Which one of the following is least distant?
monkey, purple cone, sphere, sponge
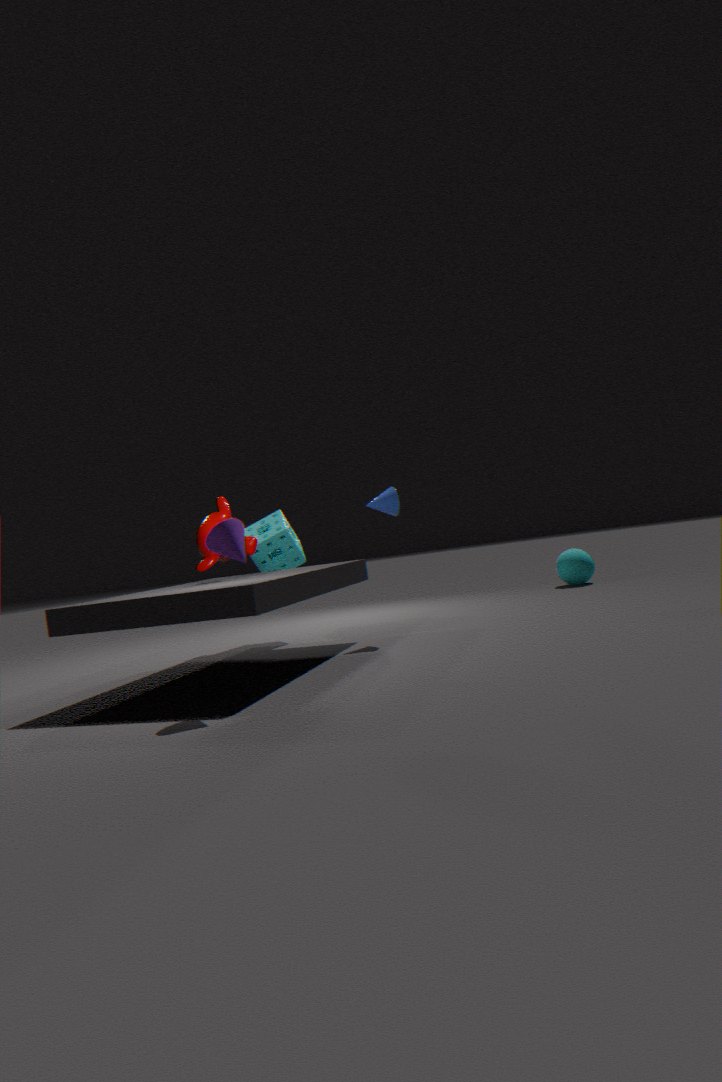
purple cone
